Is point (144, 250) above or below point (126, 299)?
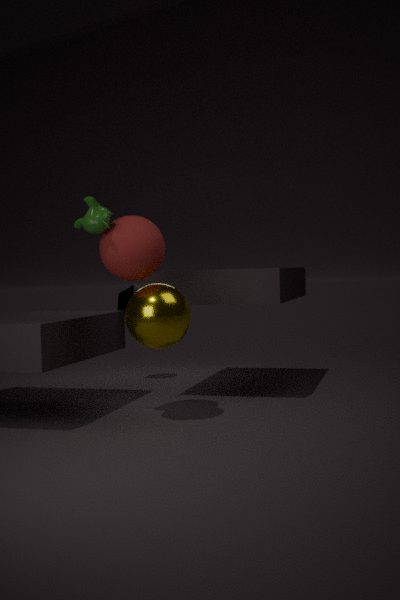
above
